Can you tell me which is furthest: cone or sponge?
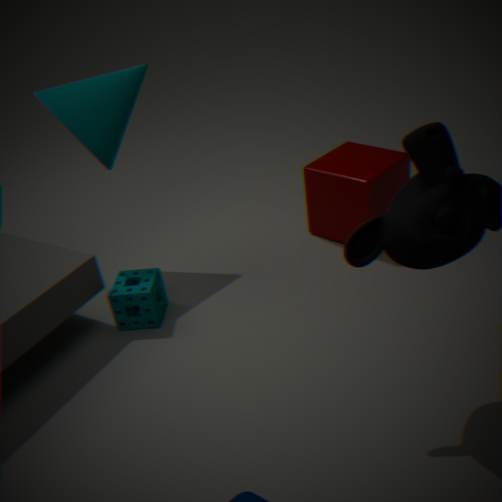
sponge
